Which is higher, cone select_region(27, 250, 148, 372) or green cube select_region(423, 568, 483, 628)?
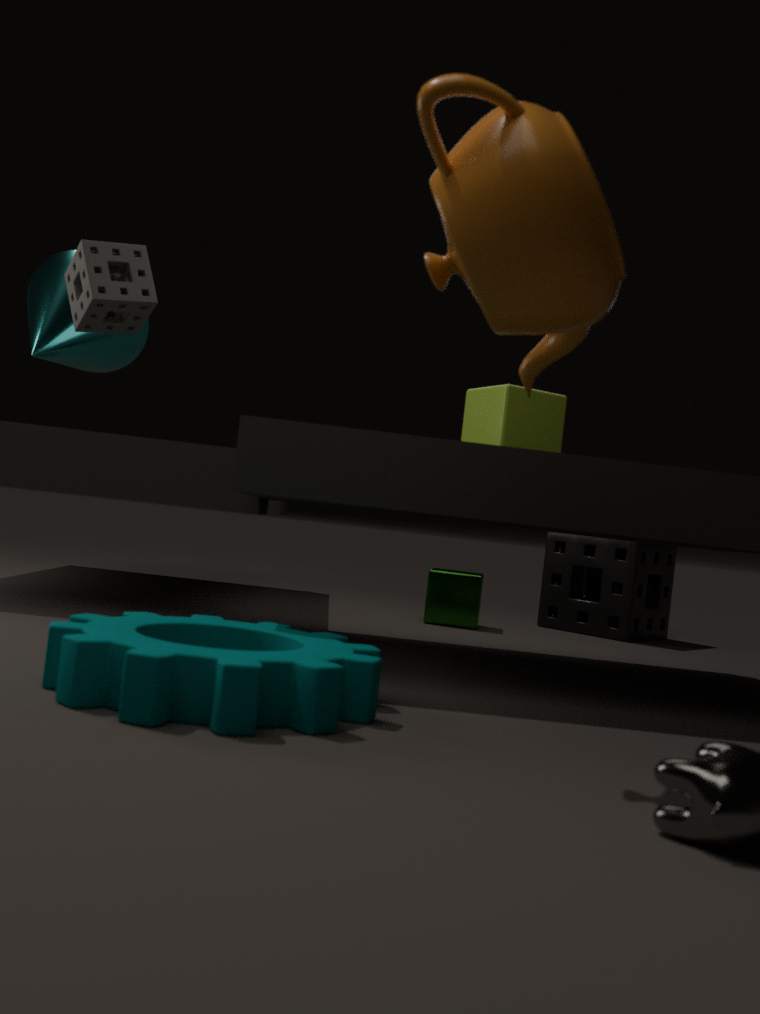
cone select_region(27, 250, 148, 372)
